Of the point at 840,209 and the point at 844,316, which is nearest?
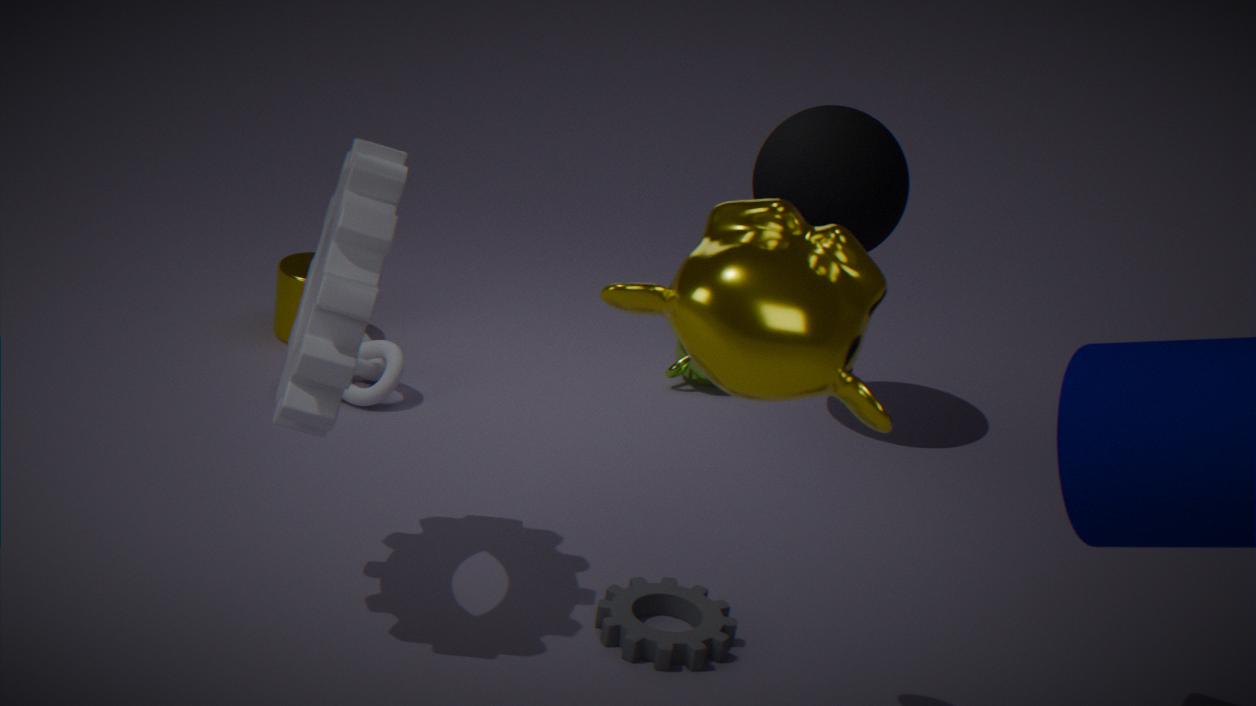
the point at 844,316
